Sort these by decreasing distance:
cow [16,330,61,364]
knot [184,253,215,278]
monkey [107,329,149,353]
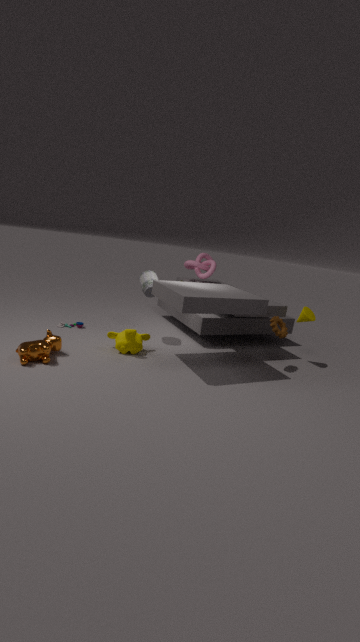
knot [184,253,215,278]
monkey [107,329,149,353]
cow [16,330,61,364]
